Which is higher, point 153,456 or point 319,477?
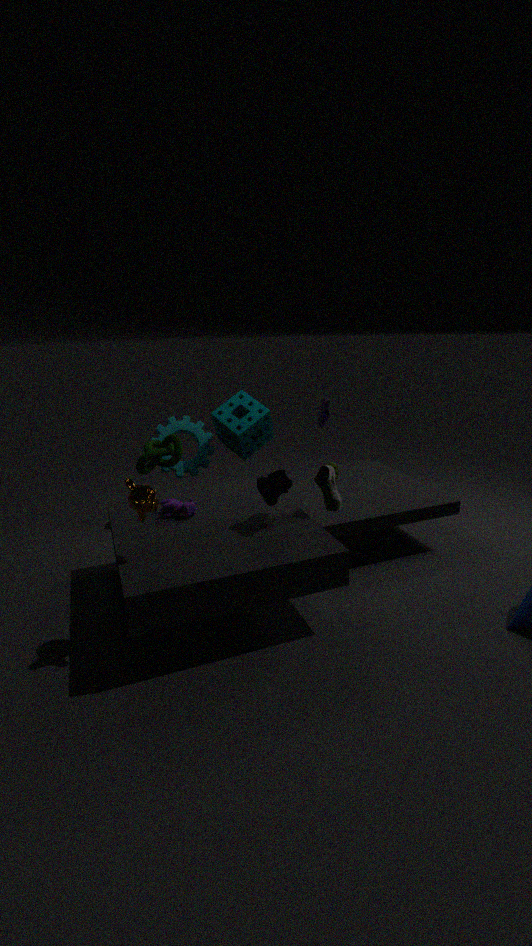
point 153,456
